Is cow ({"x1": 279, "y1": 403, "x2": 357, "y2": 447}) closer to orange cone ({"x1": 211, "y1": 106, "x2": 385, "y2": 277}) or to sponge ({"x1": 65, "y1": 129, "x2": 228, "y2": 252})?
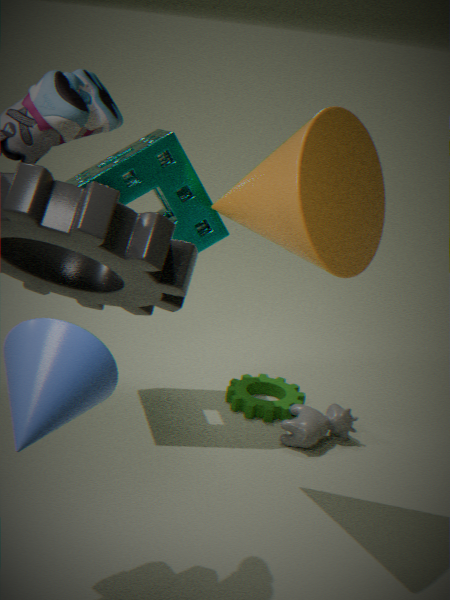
sponge ({"x1": 65, "y1": 129, "x2": 228, "y2": 252})
